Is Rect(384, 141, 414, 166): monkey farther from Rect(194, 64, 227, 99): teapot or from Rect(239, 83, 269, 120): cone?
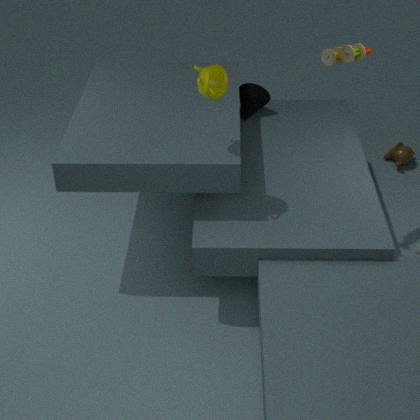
Rect(194, 64, 227, 99): teapot
